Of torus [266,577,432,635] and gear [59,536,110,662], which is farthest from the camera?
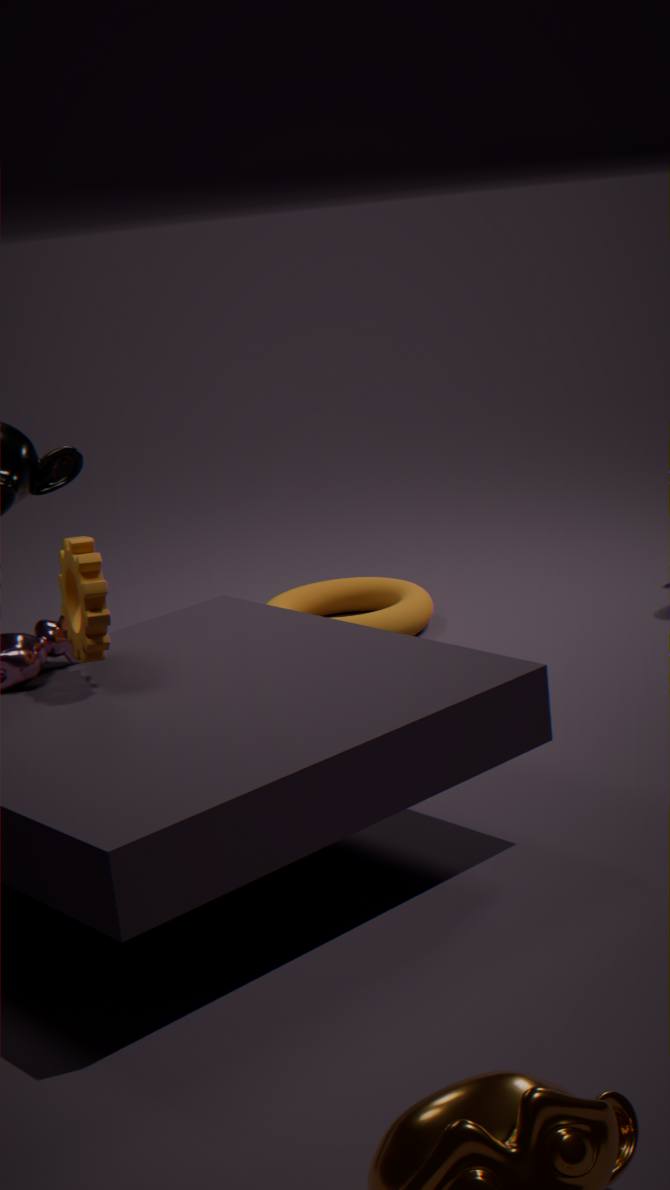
torus [266,577,432,635]
